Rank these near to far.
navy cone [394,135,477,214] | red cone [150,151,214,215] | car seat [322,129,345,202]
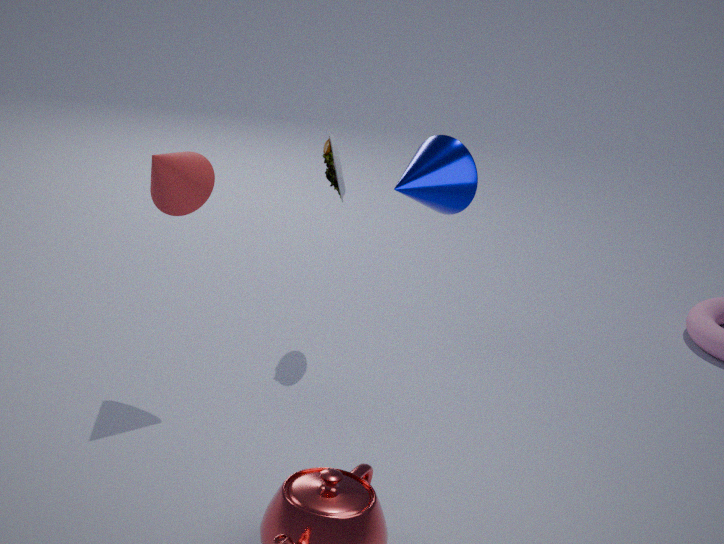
navy cone [394,135,477,214]
red cone [150,151,214,215]
car seat [322,129,345,202]
